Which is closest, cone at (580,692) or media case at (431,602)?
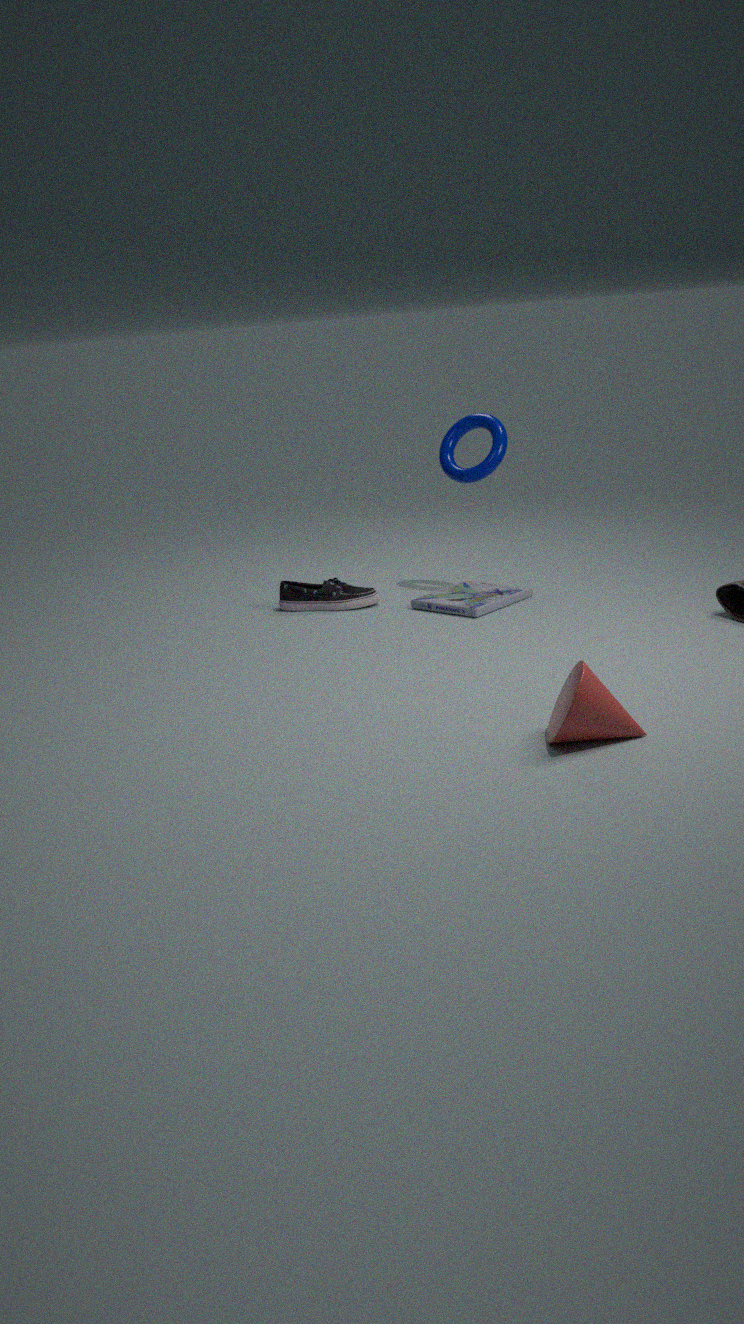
cone at (580,692)
